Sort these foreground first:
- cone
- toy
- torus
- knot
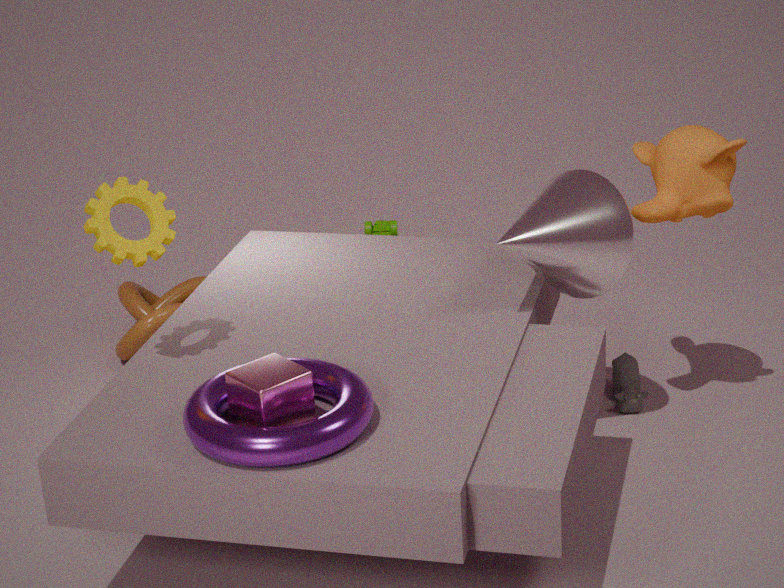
torus → cone → knot → toy
